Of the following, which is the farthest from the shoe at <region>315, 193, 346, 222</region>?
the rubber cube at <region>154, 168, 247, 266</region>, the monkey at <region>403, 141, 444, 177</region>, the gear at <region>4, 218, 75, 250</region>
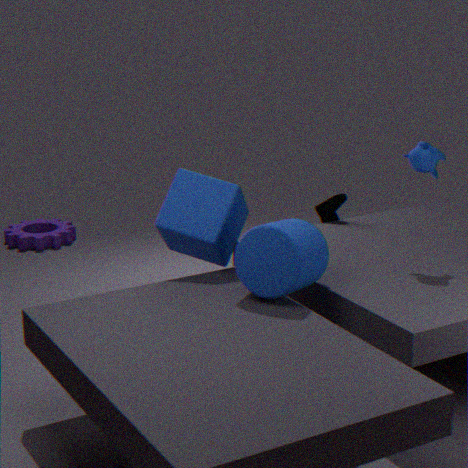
the gear at <region>4, 218, 75, 250</region>
